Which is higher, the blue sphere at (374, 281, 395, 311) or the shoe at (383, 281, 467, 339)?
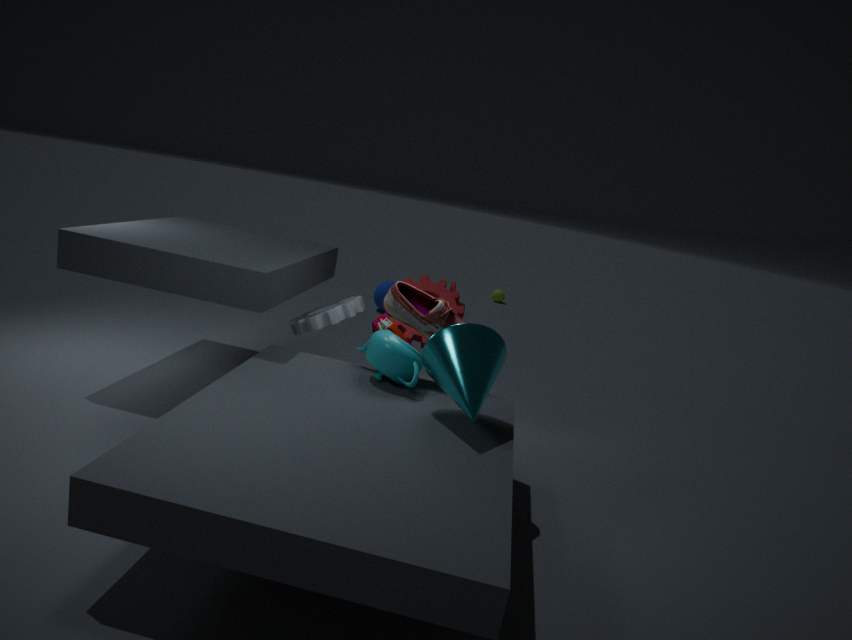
the shoe at (383, 281, 467, 339)
